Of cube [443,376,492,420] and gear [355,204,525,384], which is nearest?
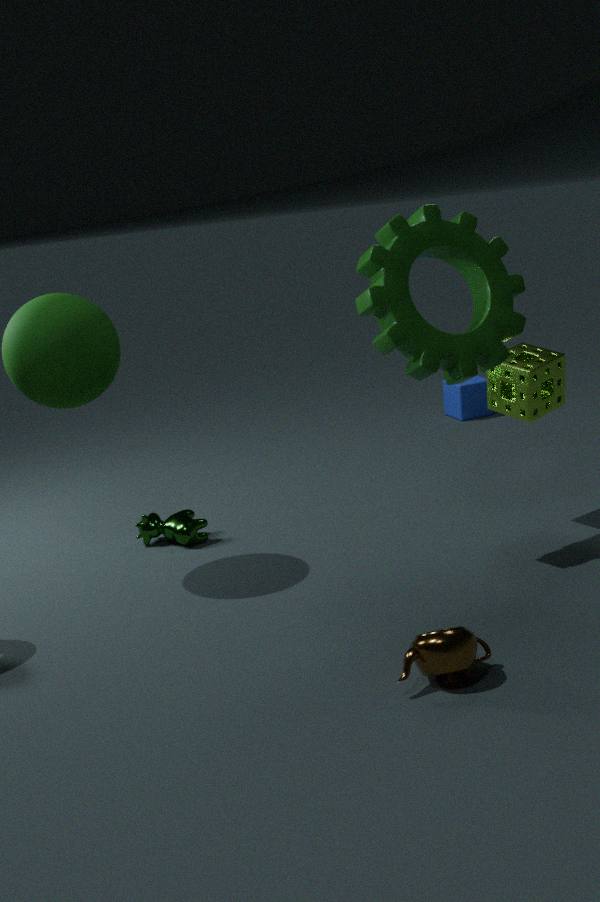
gear [355,204,525,384]
